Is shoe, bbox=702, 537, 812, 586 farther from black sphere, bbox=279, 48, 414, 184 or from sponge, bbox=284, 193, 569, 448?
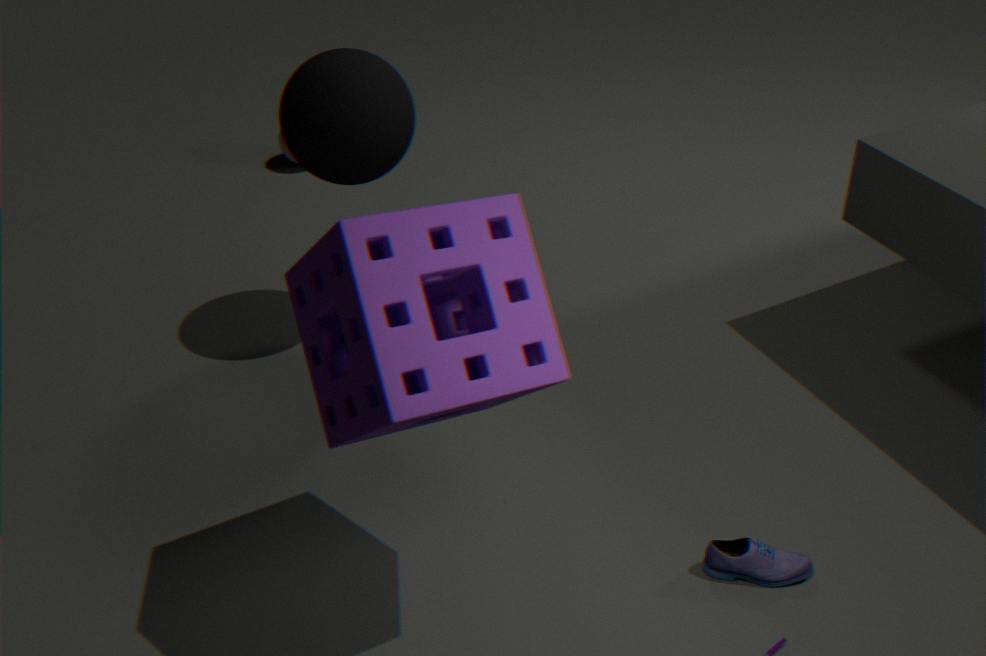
black sphere, bbox=279, 48, 414, 184
